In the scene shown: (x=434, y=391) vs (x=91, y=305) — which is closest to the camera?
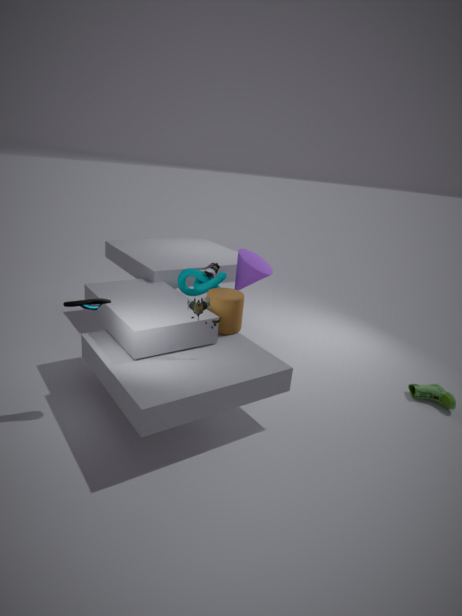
(x=91, y=305)
